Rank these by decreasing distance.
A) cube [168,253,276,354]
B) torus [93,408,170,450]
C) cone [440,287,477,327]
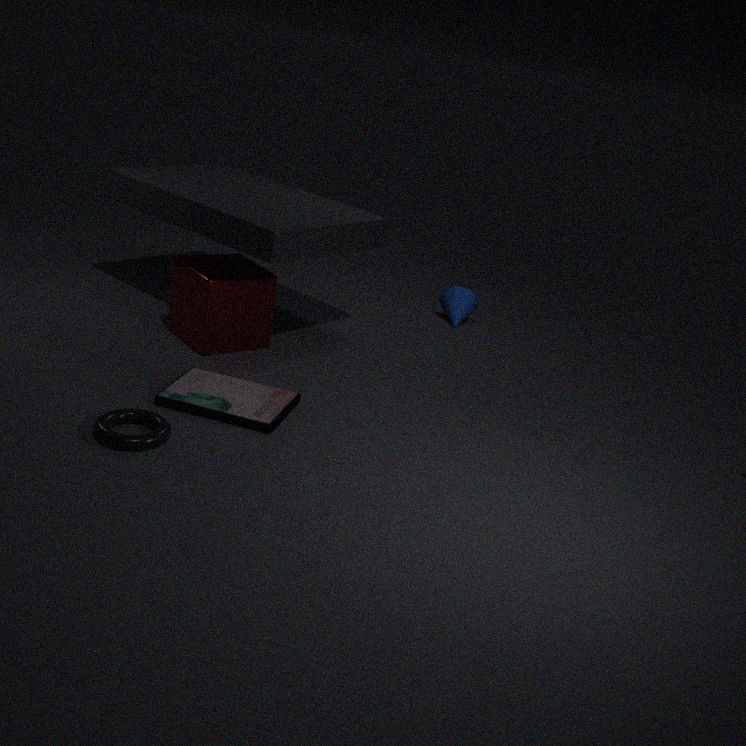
cone [440,287,477,327] < cube [168,253,276,354] < torus [93,408,170,450]
